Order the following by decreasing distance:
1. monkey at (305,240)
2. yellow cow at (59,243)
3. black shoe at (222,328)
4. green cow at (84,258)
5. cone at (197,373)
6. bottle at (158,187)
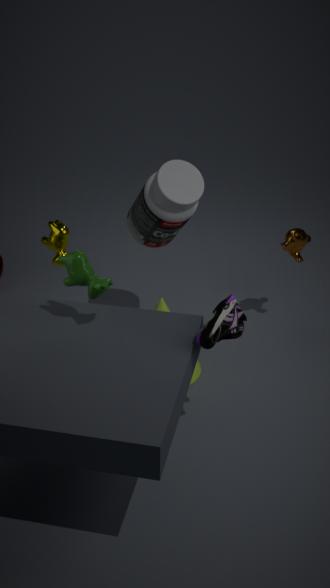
monkey at (305,240), yellow cow at (59,243), cone at (197,373), bottle at (158,187), green cow at (84,258), black shoe at (222,328)
